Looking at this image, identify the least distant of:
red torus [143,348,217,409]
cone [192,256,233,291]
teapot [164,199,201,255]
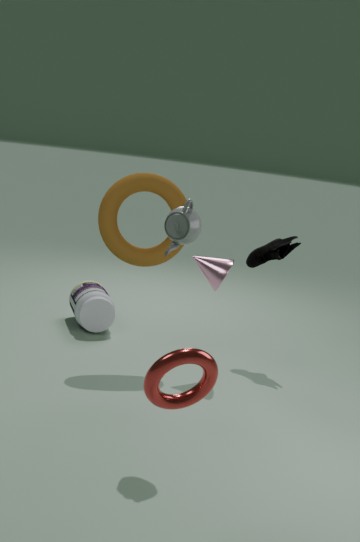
red torus [143,348,217,409]
